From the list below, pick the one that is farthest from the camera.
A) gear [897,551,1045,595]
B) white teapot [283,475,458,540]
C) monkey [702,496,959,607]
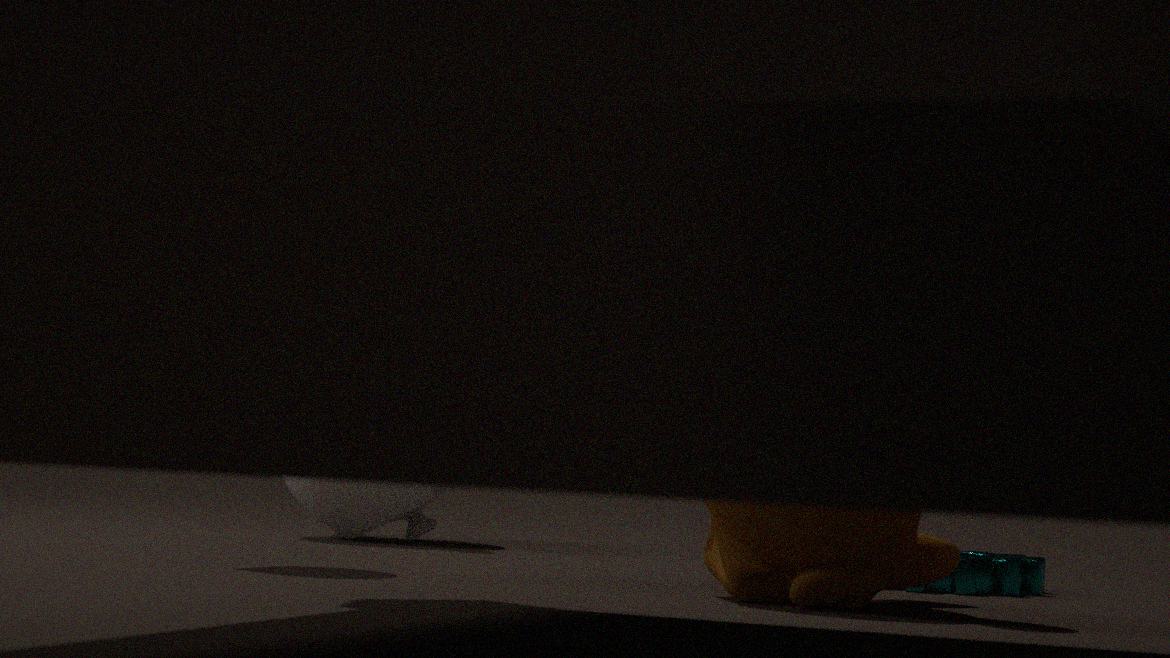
white teapot [283,475,458,540]
